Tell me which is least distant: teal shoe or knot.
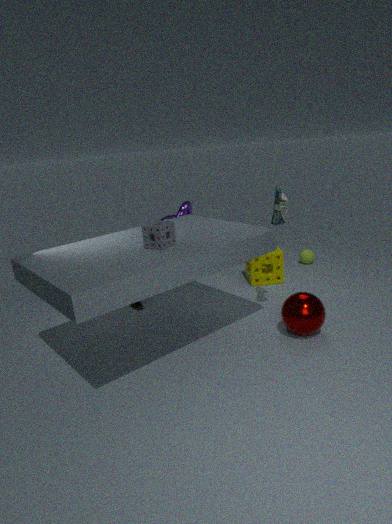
teal shoe
